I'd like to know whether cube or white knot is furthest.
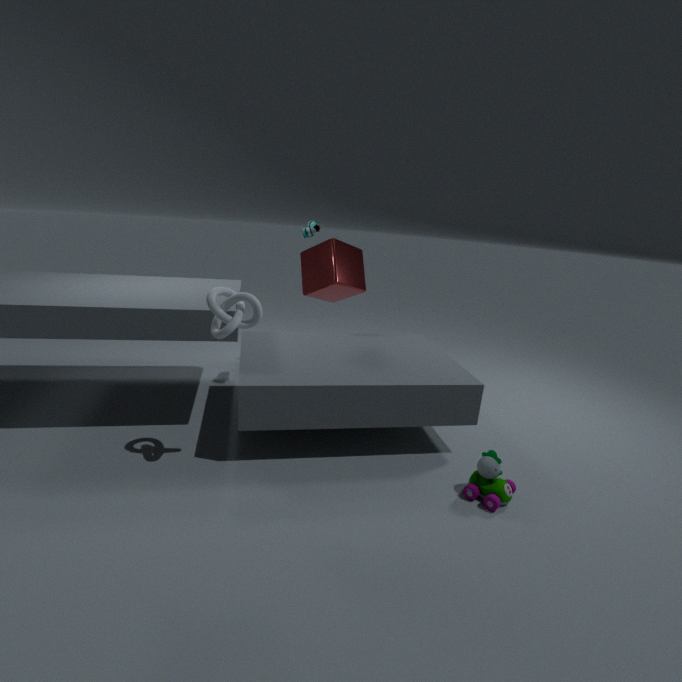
cube
